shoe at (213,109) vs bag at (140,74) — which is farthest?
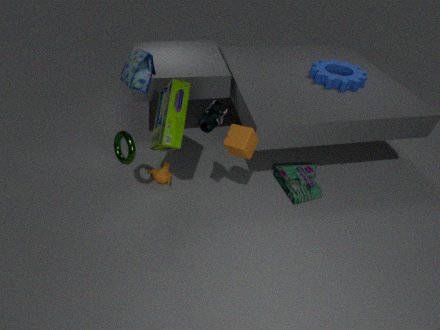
bag at (140,74)
